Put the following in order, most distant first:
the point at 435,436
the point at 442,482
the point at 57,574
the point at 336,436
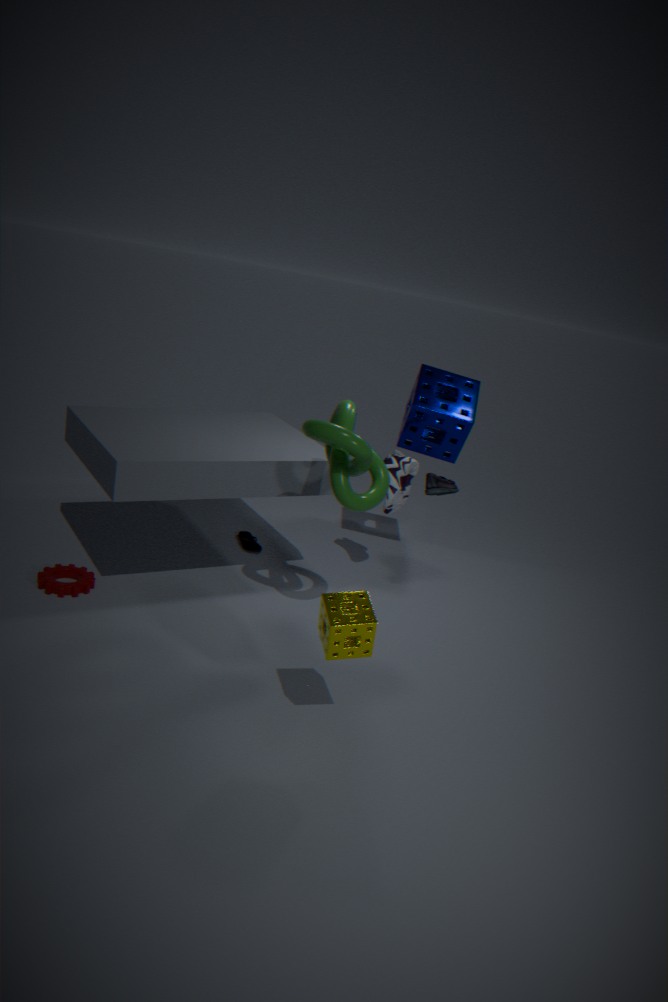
the point at 435,436 → the point at 57,574 → the point at 336,436 → the point at 442,482
